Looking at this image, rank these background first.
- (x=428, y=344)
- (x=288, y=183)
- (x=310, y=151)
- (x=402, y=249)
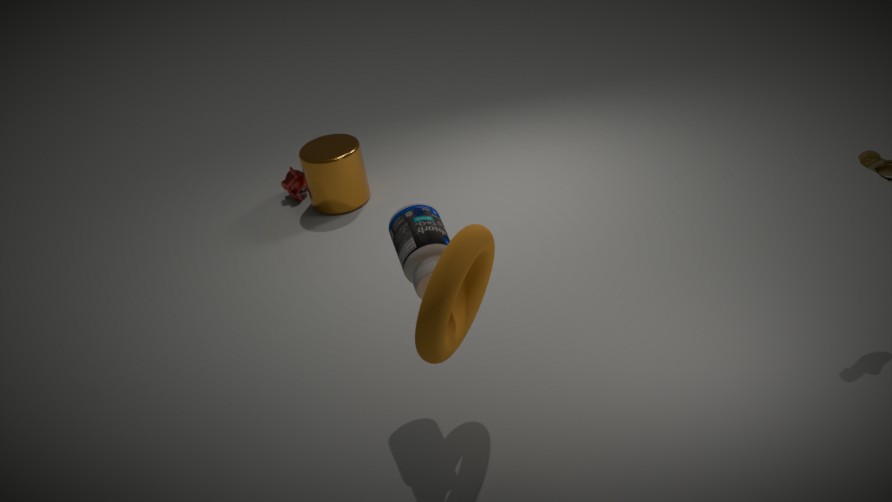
(x=288, y=183), (x=310, y=151), (x=402, y=249), (x=428, y=344)
